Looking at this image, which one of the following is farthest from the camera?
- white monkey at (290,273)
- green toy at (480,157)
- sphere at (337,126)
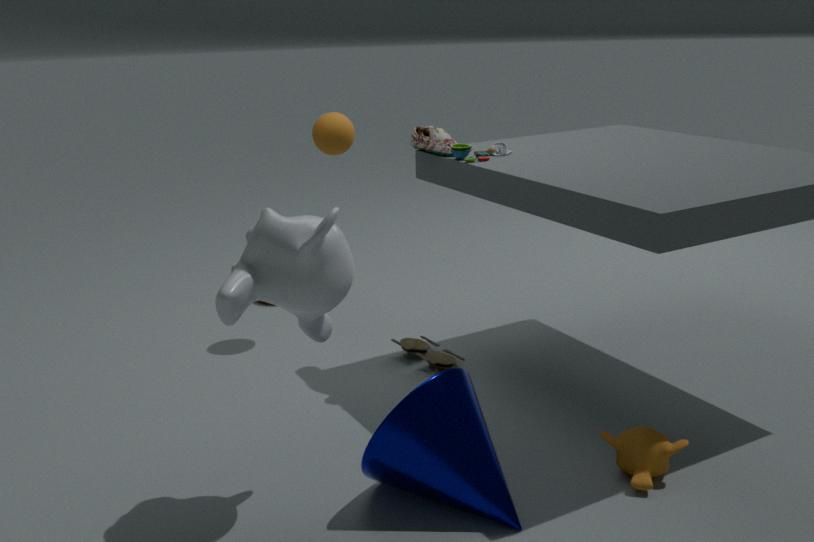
sphere at (337,126)
